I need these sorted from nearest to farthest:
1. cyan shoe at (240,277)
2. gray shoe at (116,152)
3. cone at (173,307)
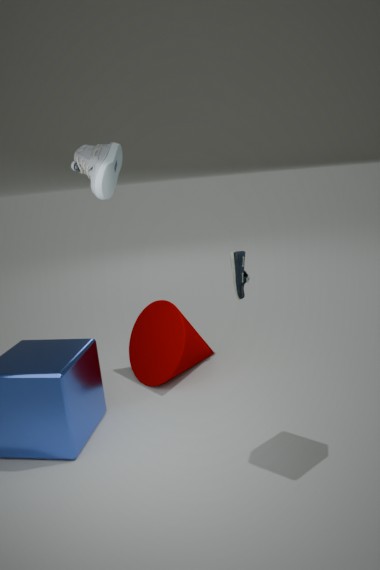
gray shoe at (116,152) < cone at (173,307) < cyan shoe at (240,277)
